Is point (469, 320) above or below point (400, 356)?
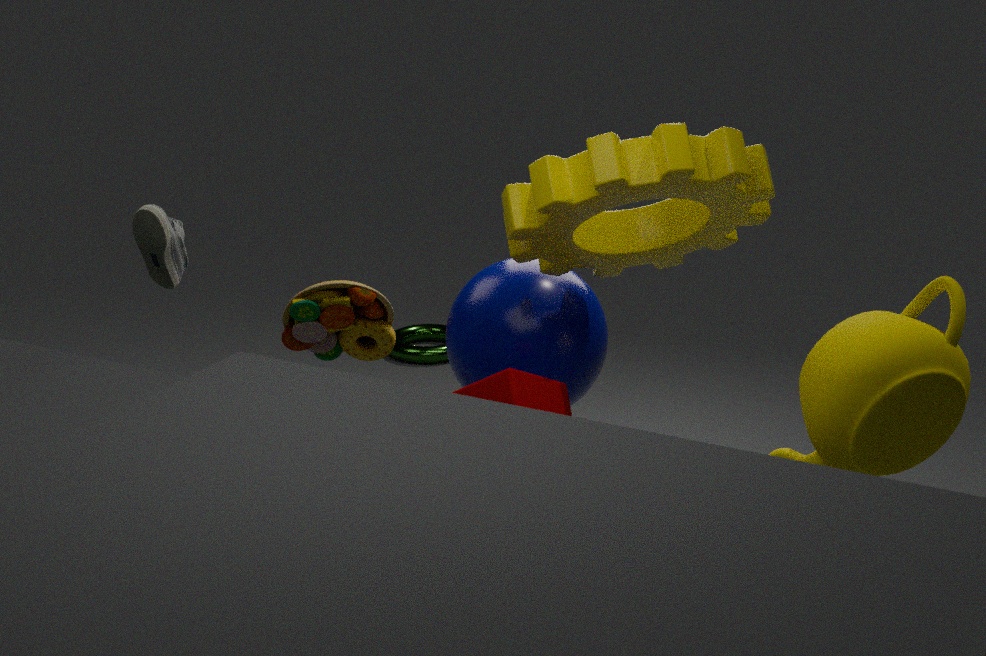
above
